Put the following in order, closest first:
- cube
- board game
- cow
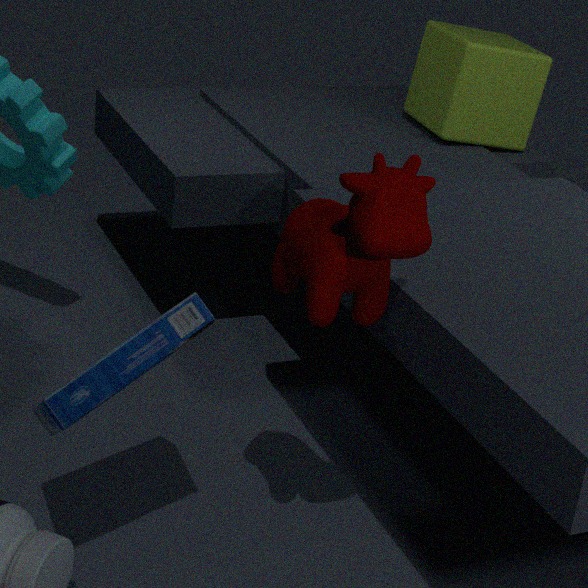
cow, board game, cube
